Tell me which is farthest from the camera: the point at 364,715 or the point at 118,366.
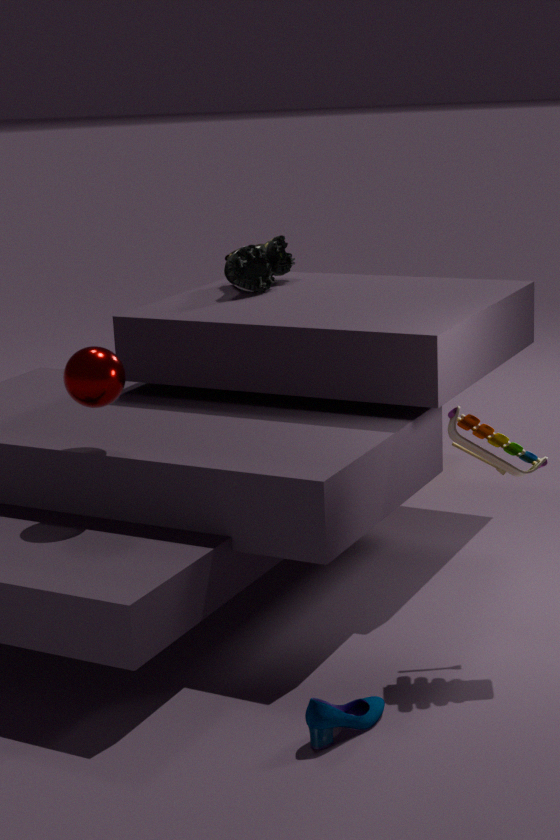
the point at 118,366
